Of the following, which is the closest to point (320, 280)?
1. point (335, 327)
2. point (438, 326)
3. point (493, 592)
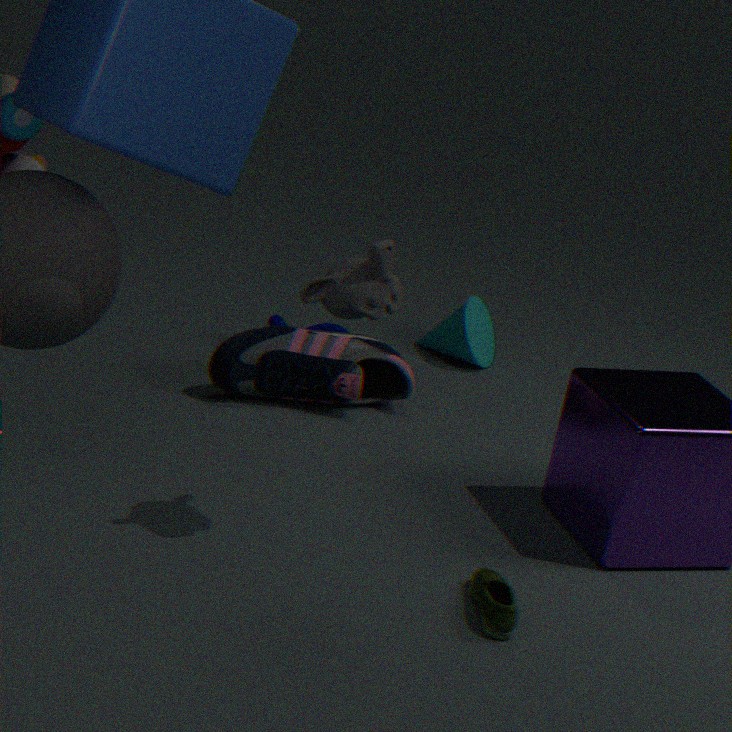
point (493, 592)
